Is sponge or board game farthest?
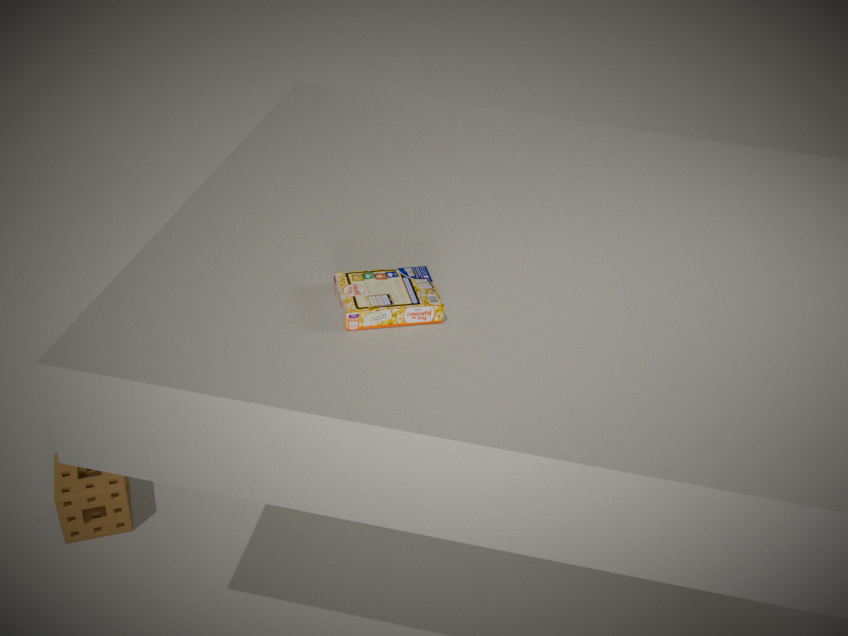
sponge
